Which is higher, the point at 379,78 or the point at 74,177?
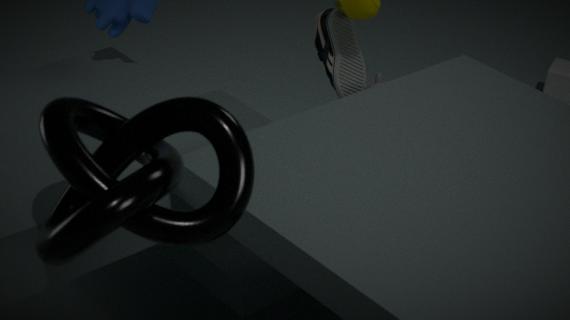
the point at 74,177
